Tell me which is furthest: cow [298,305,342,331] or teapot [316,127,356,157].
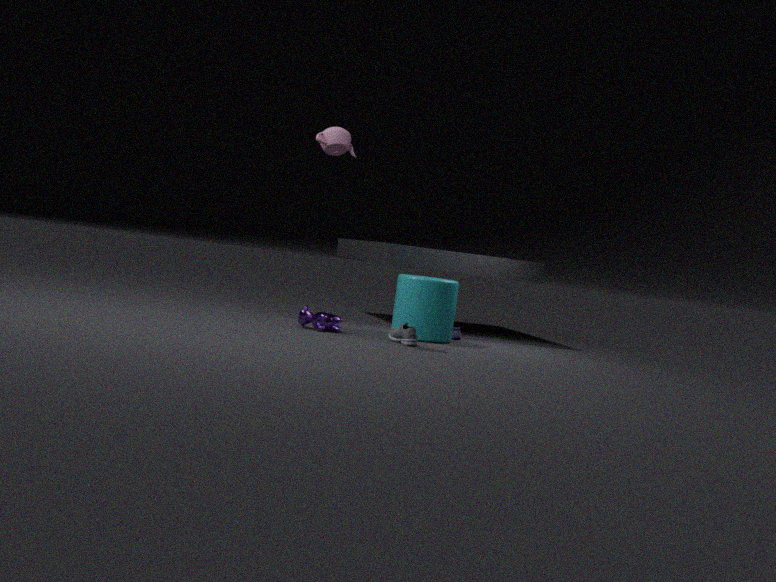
cow [298,305,342,331]
